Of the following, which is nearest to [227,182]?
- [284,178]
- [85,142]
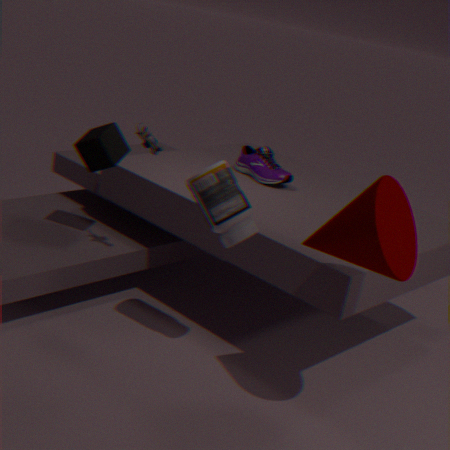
[85,142]
